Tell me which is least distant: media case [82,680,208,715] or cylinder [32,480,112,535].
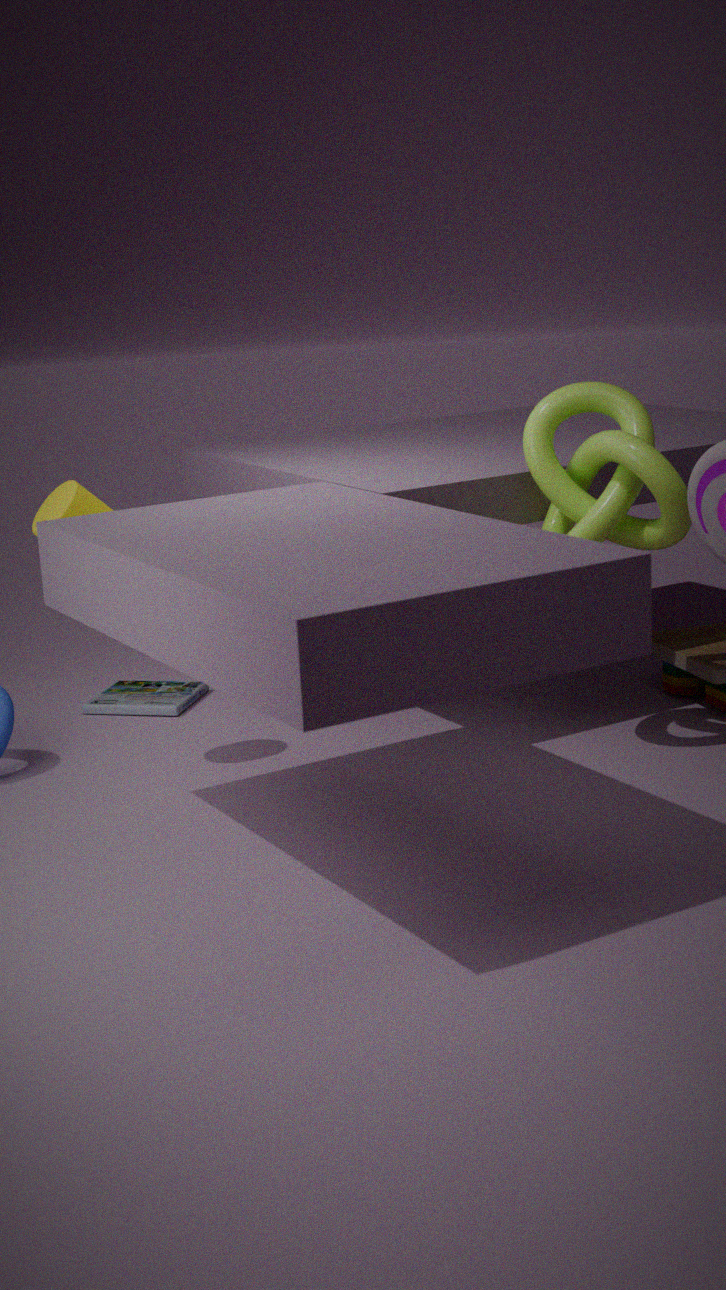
cylinder [32,480,112,535]
